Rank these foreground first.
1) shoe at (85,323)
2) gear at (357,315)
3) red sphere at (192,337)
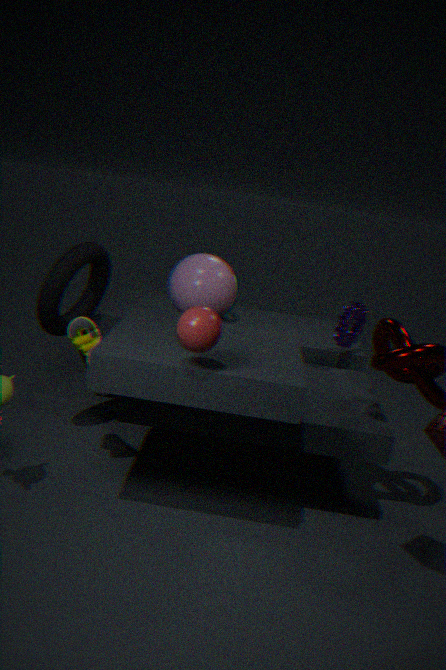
3. red sphere at (192,337) → 1. shoe at (85,323) → 2. gear at (357,315)
